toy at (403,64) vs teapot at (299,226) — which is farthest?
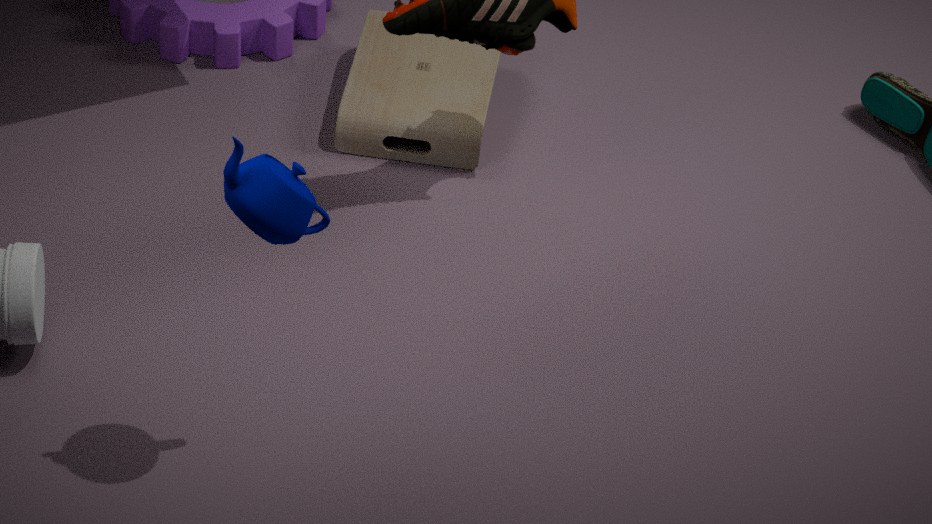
toy at (403,64)
